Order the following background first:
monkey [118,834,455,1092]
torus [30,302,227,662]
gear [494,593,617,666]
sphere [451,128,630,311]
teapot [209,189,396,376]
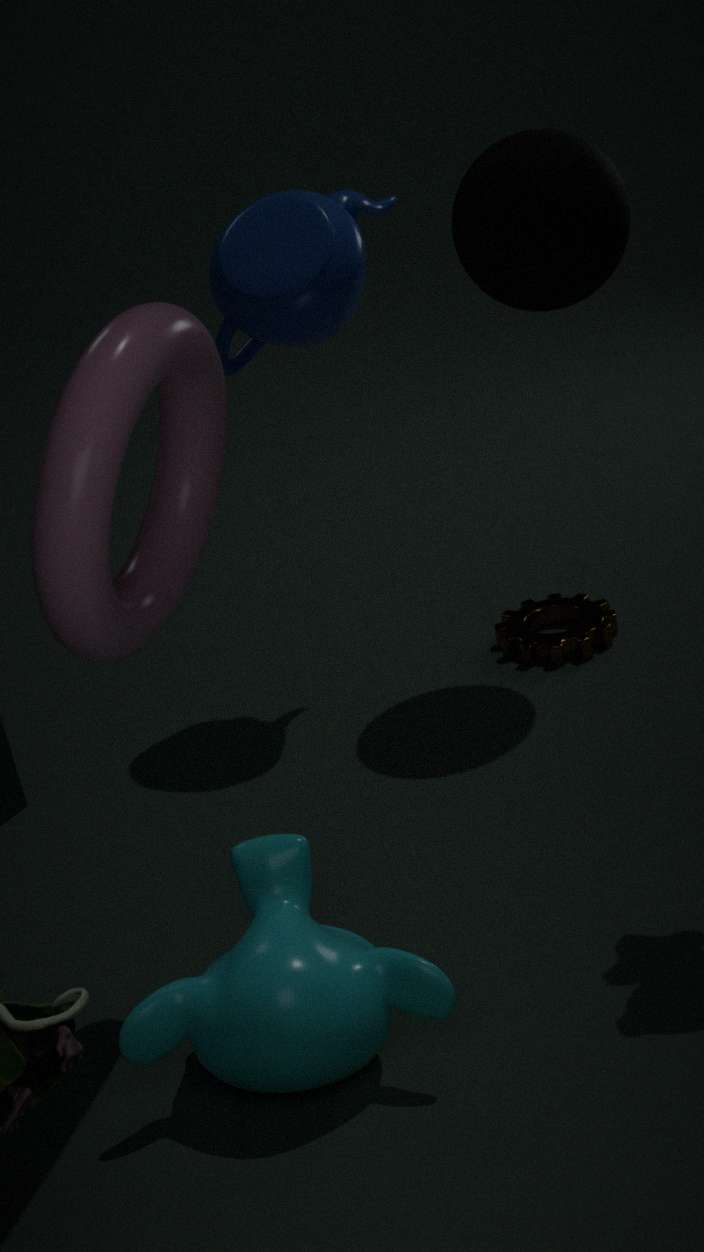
gear [494,593,617,666]
teapot [209,189,396,376]
sphere [451,128,630,311]
monkey [118,834,455,1092]
torus [30,302,227,662]
